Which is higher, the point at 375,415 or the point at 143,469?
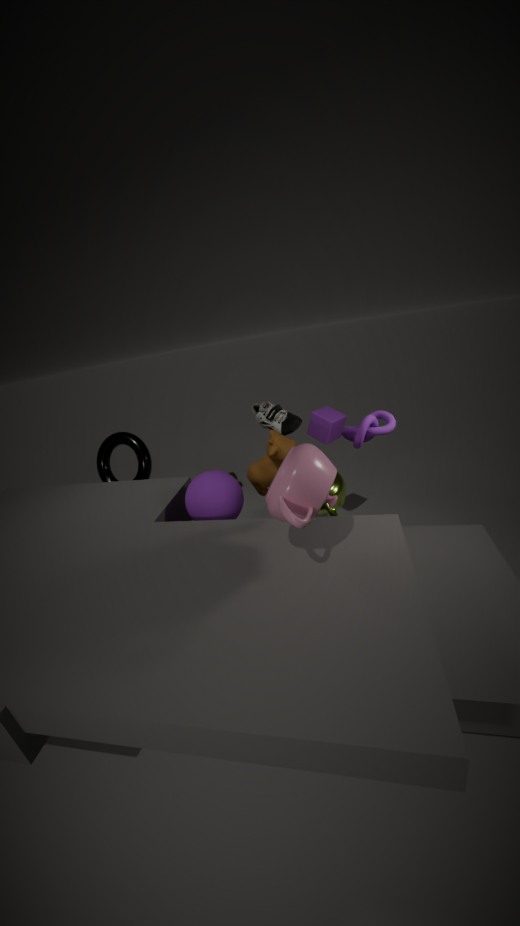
the point at 375,415
